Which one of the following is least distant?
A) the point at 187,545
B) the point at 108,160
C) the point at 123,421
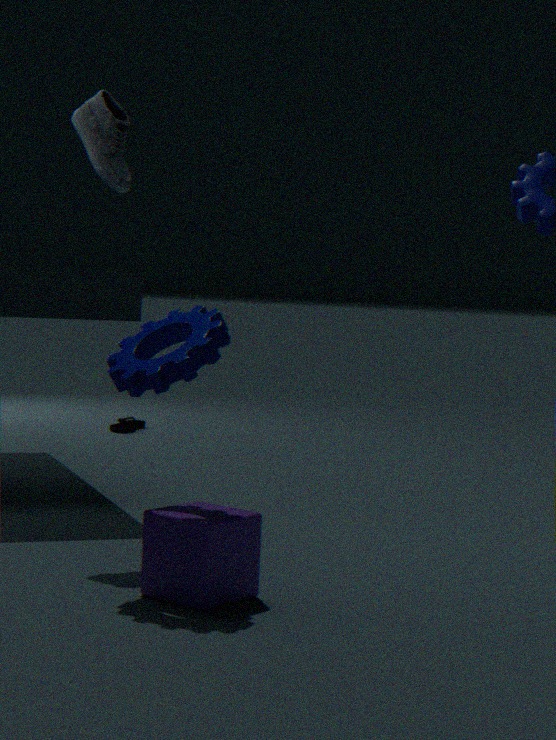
the point at 187,545
